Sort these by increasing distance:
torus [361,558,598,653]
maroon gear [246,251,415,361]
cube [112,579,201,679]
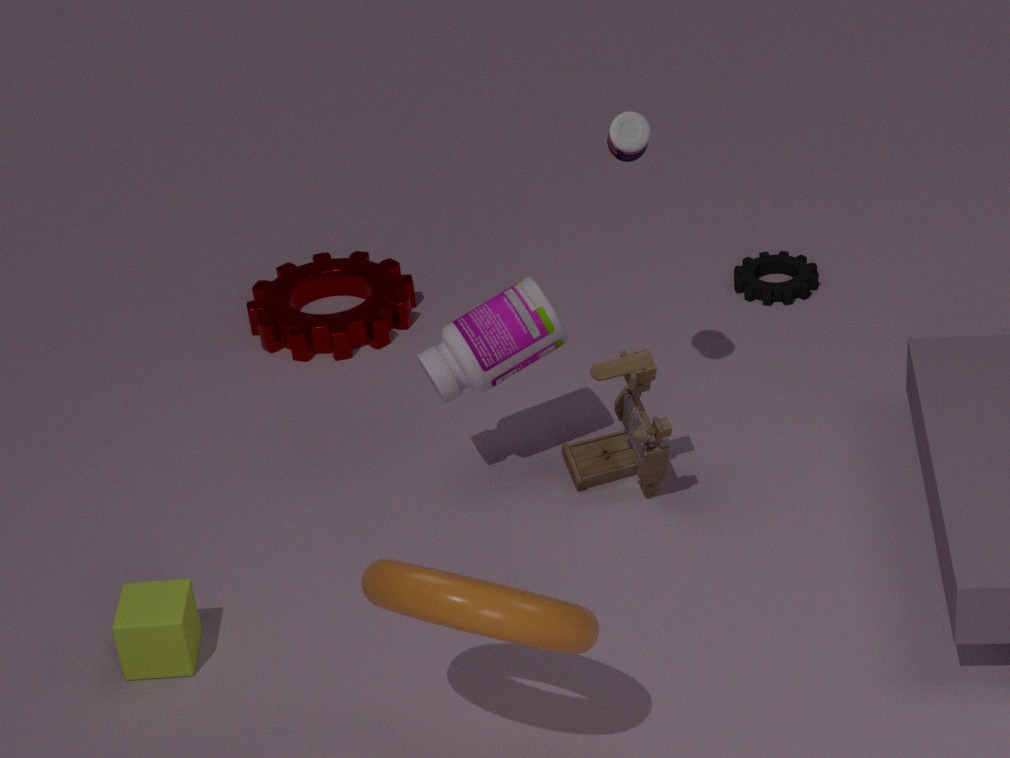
1. torus [361,558,598,653]
2. cube [112,579,201,679]
3. maroon gear [246,251,415,361]
